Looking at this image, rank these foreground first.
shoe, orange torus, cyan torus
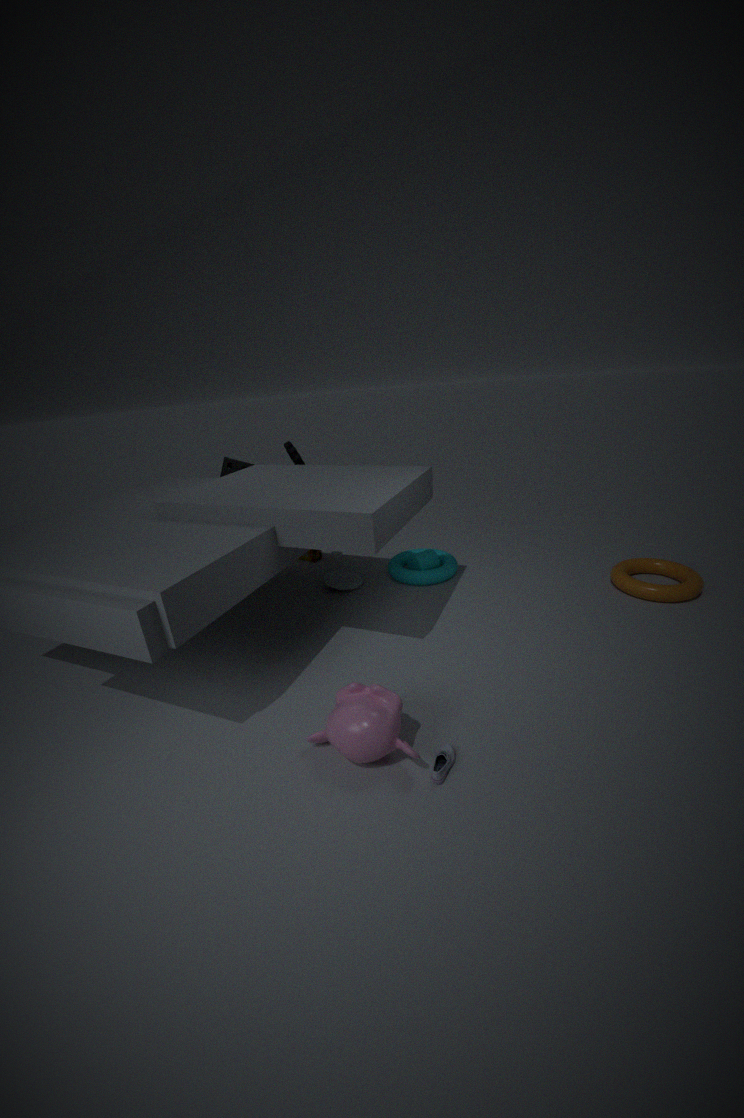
shoe
orange torus
cyan torus
